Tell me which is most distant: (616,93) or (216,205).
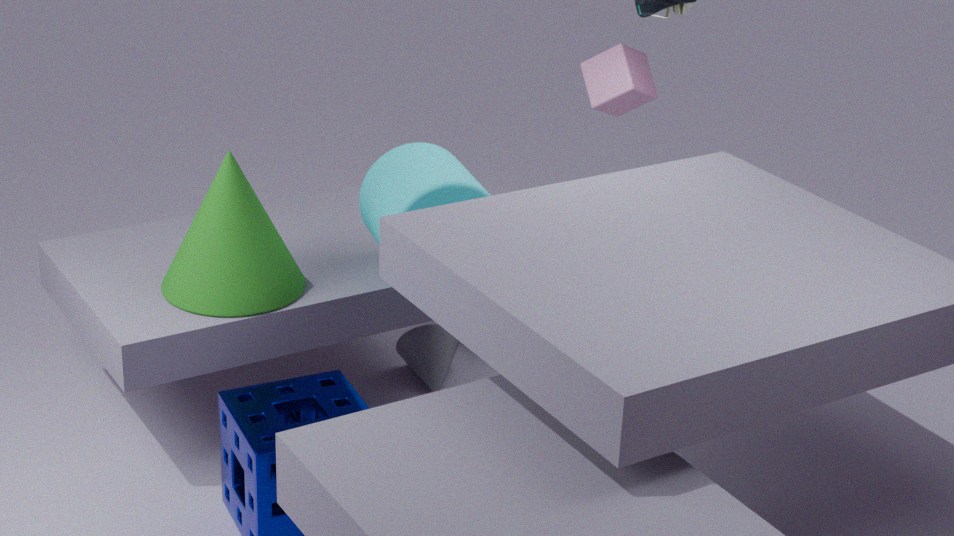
(616,93)
